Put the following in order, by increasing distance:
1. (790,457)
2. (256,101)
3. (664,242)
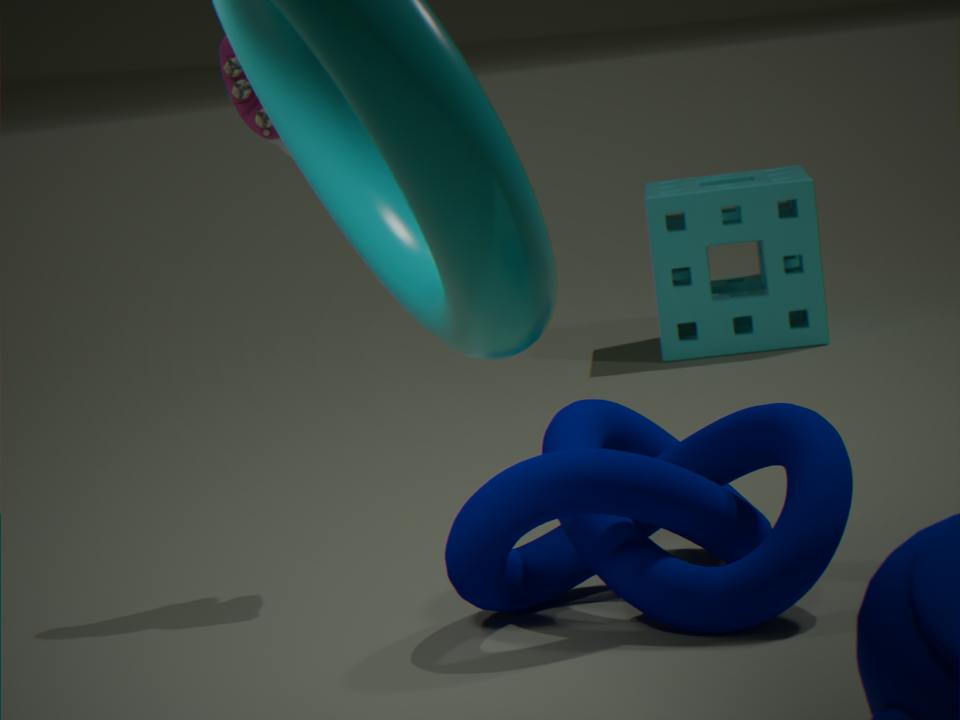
(790,457), (256,101), (664,242)
